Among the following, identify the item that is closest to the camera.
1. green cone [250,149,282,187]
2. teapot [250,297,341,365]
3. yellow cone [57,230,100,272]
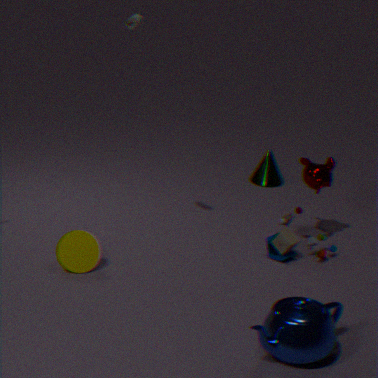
teapot [250,297,341,365]
